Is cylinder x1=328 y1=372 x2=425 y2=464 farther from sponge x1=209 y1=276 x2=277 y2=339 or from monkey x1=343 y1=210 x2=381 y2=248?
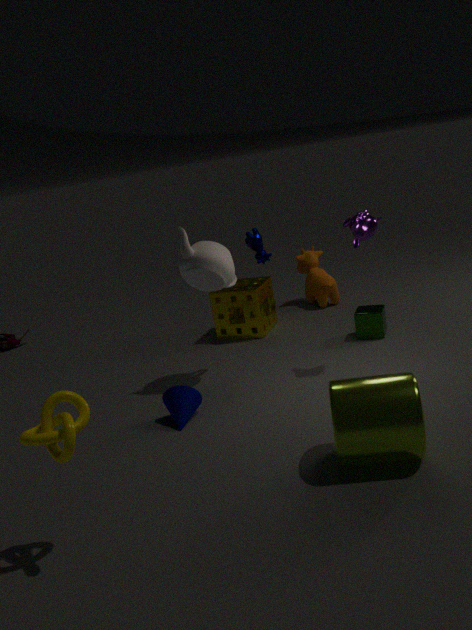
sponge x1=209 y1=276 x2=277 y2=339
